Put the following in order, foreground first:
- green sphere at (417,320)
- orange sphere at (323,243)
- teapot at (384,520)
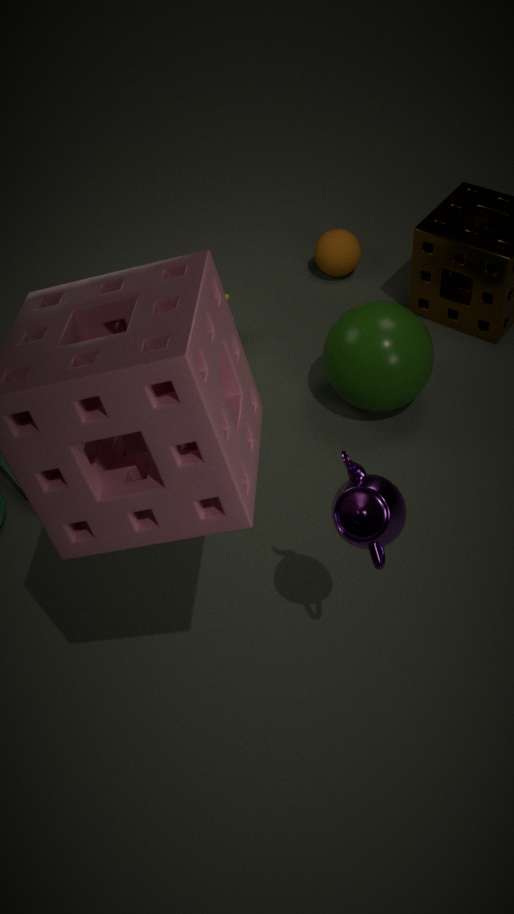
teapot at (384,520), green sphere at (417,320), orange sphere at (323,243)
